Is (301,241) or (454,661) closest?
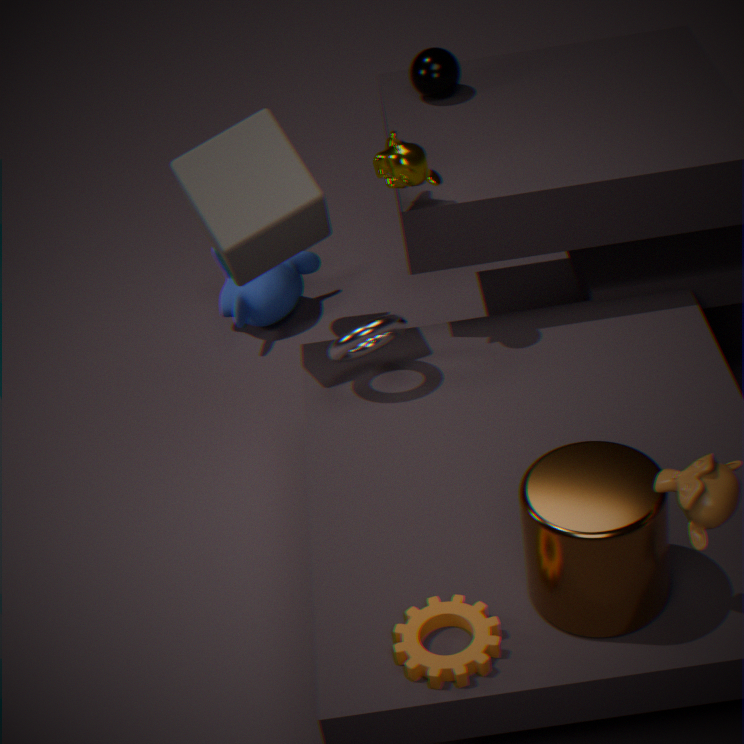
(454,661)
